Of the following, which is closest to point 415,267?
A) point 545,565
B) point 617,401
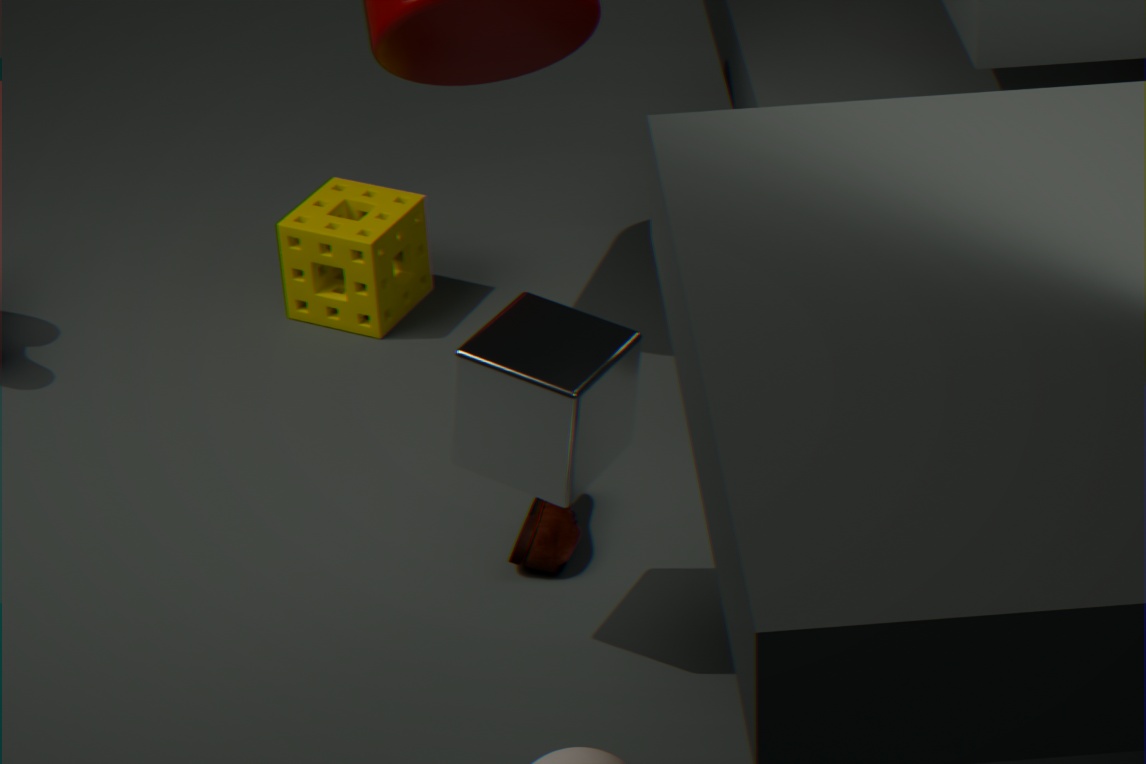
point 545,565
